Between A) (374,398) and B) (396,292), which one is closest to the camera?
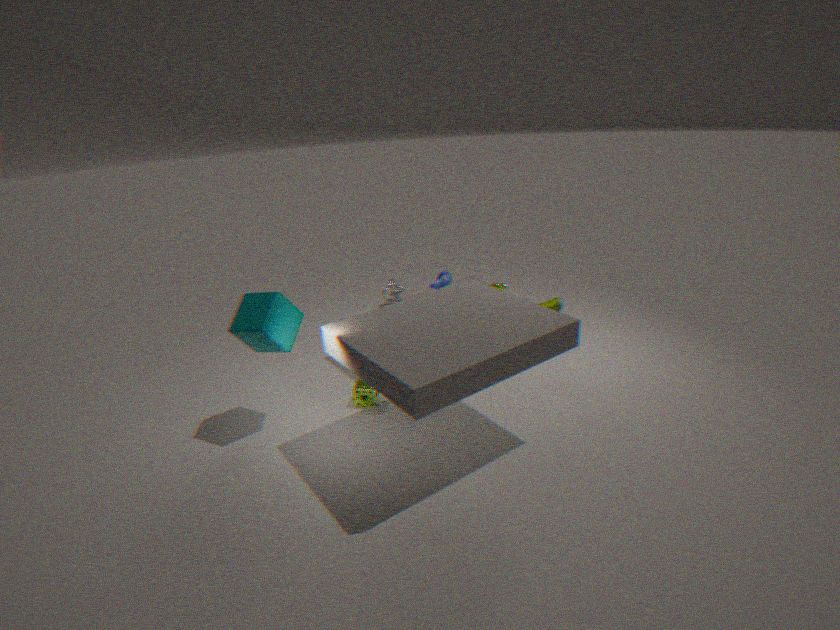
A. (374,398)
